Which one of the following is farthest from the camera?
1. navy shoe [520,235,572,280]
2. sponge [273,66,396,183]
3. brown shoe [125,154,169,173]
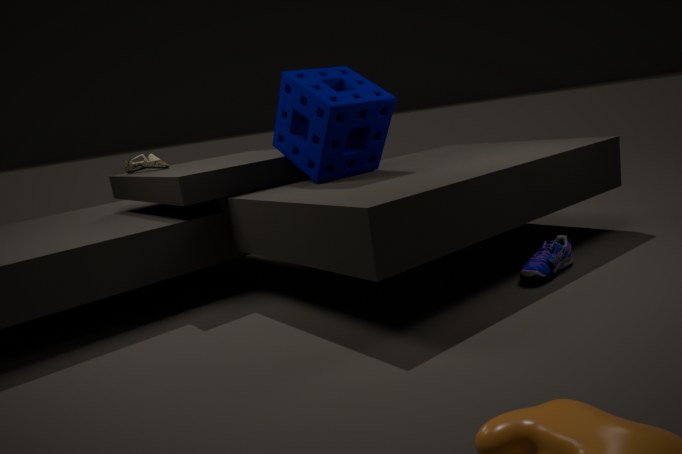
brown shoe [125,154,169,173]
